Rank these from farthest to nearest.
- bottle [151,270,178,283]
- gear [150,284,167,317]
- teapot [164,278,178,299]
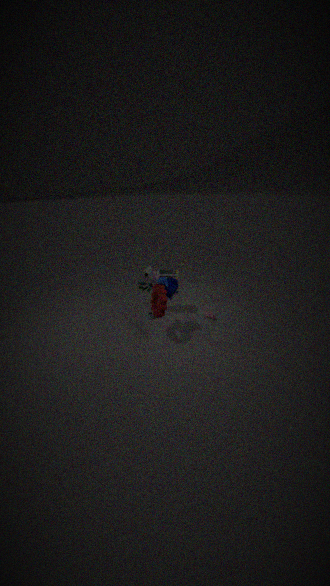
bottle [151,270,178,283]
teapot [164,278,178,299]
gear [150,284,167,317]
